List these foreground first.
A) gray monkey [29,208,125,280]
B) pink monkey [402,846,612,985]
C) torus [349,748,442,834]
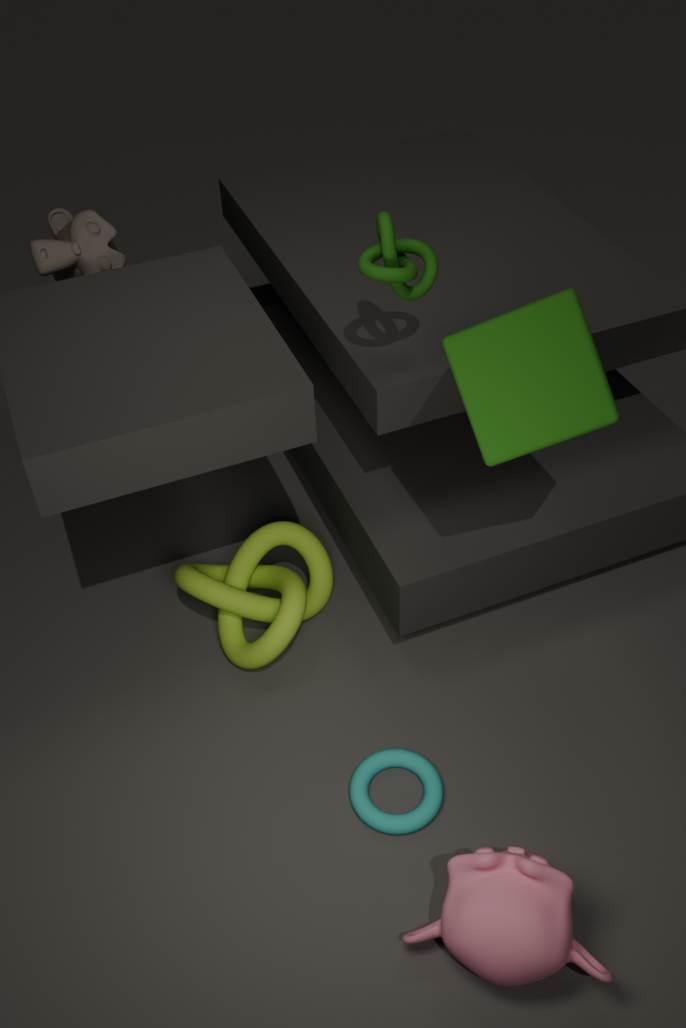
1. pink monkey [402,846,612,985]
2. torus [349,748,442,834]
3. gray monkey [29,208,125,280]
